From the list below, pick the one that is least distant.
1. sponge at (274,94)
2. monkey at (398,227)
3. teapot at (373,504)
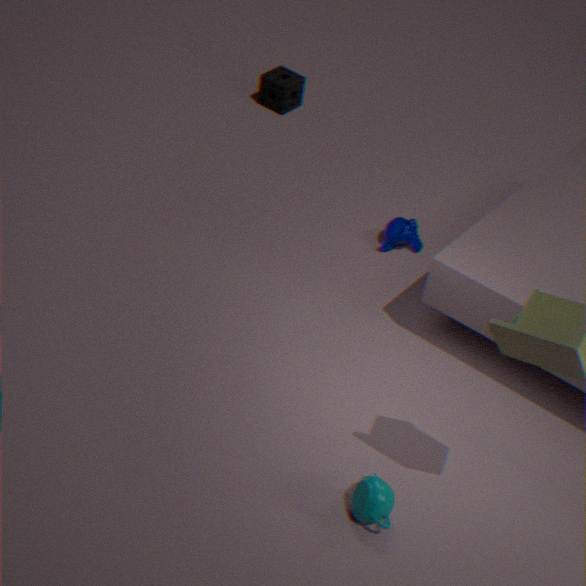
teapot at (373,504)
